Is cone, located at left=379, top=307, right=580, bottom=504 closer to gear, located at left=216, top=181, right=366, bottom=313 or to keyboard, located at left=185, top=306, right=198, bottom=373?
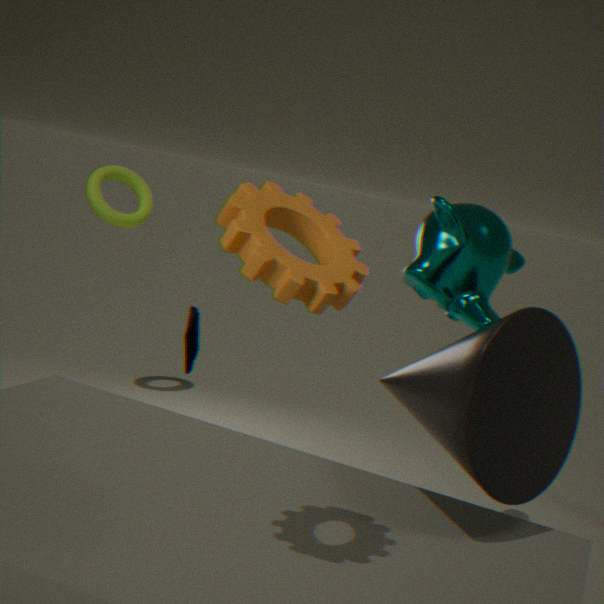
gear, located at left=216, top=181, right=366, bottom=313
